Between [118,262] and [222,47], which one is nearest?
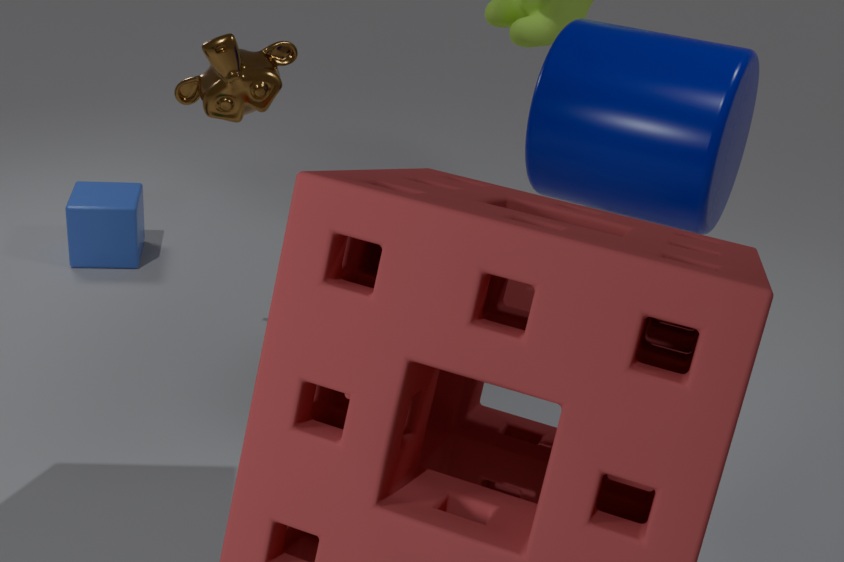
[222,47]
